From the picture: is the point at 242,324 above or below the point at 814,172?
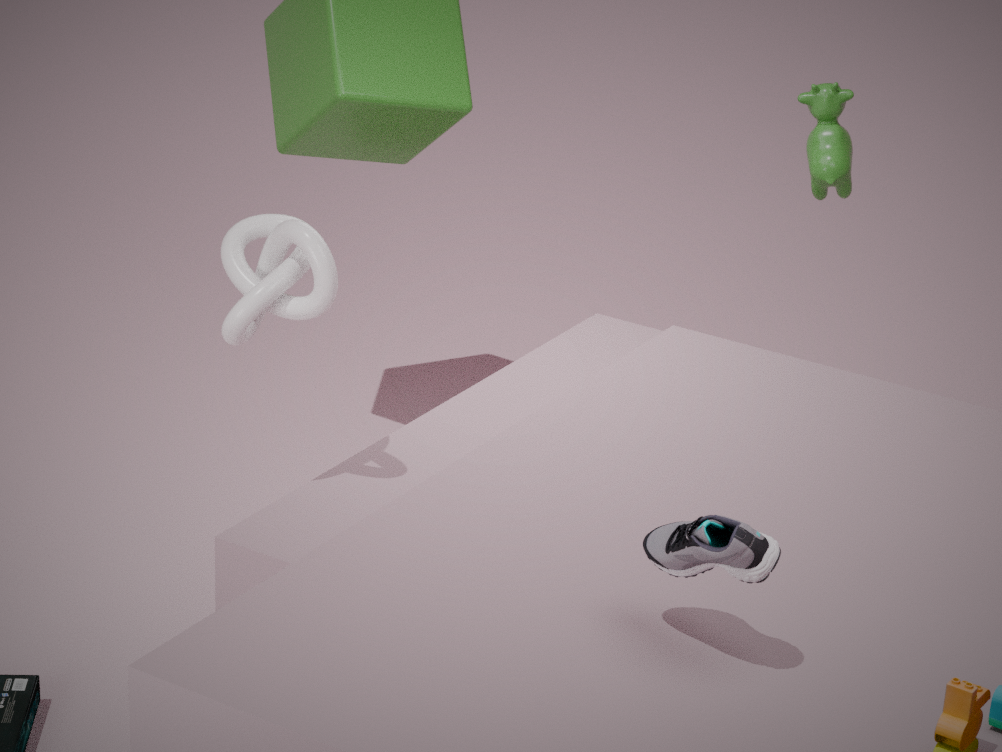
above
